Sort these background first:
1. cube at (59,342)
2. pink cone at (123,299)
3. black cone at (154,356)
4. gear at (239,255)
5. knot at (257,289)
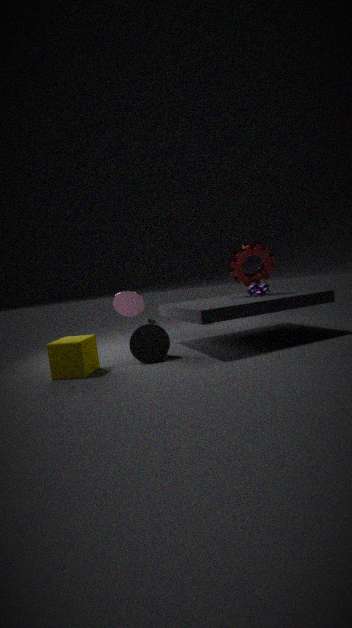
pink cone at (123,299) < knot at (257,289) < gear at (239,255) < black cone at (154,356) < cube at (59,342)
